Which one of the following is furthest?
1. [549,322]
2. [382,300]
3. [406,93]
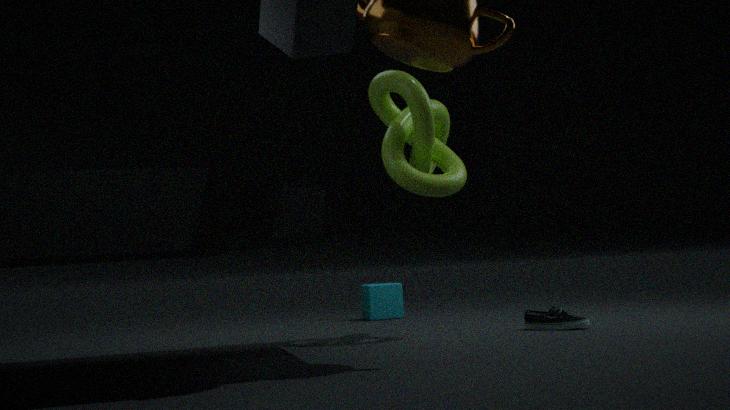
[382,300]
